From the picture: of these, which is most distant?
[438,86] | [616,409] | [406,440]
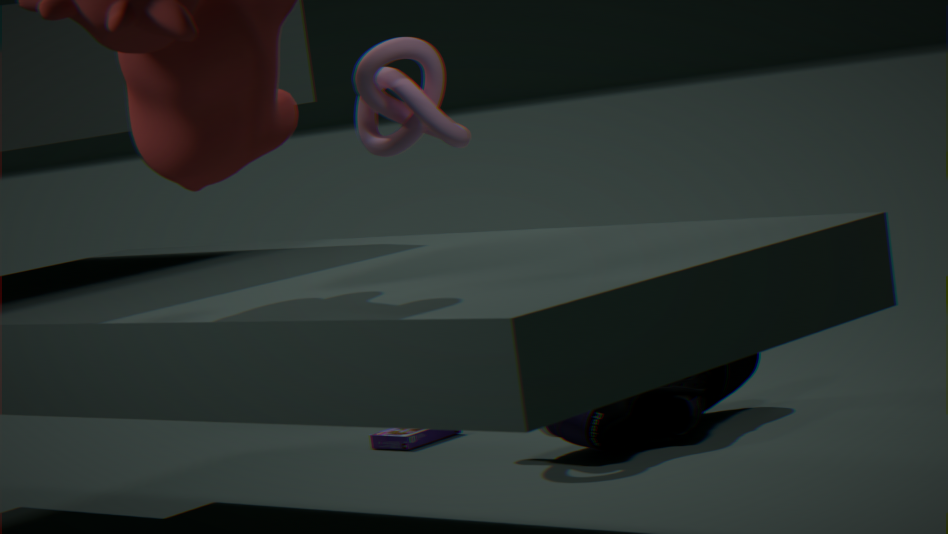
[406,440]
